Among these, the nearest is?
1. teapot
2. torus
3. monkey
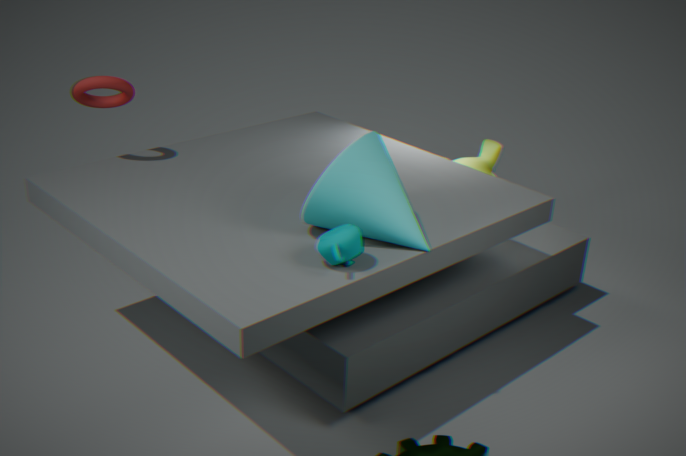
teapot
